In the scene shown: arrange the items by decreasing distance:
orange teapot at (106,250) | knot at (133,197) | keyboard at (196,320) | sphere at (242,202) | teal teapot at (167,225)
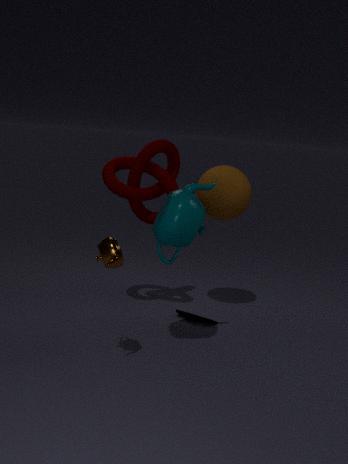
sphere at (242,202)
keyboard at (196,320)
knot at (133,197)
teal teapot at (167,225)
orange teapot at (106,250)
